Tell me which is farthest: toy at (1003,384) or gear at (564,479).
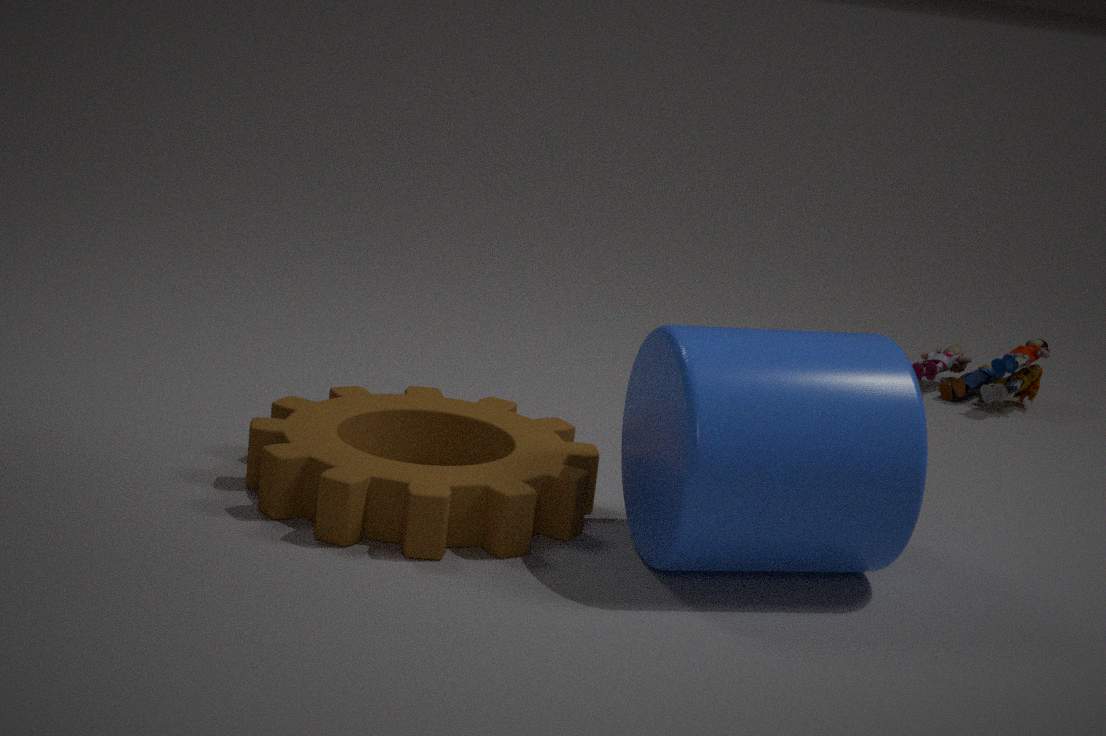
toy at (1003,384)
